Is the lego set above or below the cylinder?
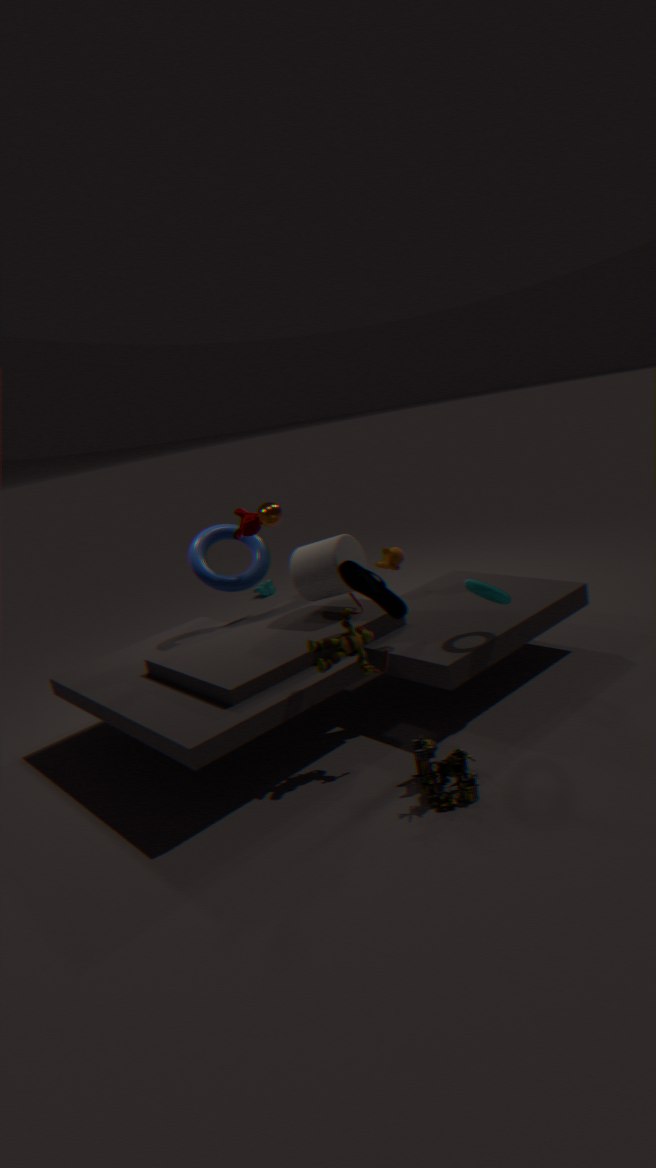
below
